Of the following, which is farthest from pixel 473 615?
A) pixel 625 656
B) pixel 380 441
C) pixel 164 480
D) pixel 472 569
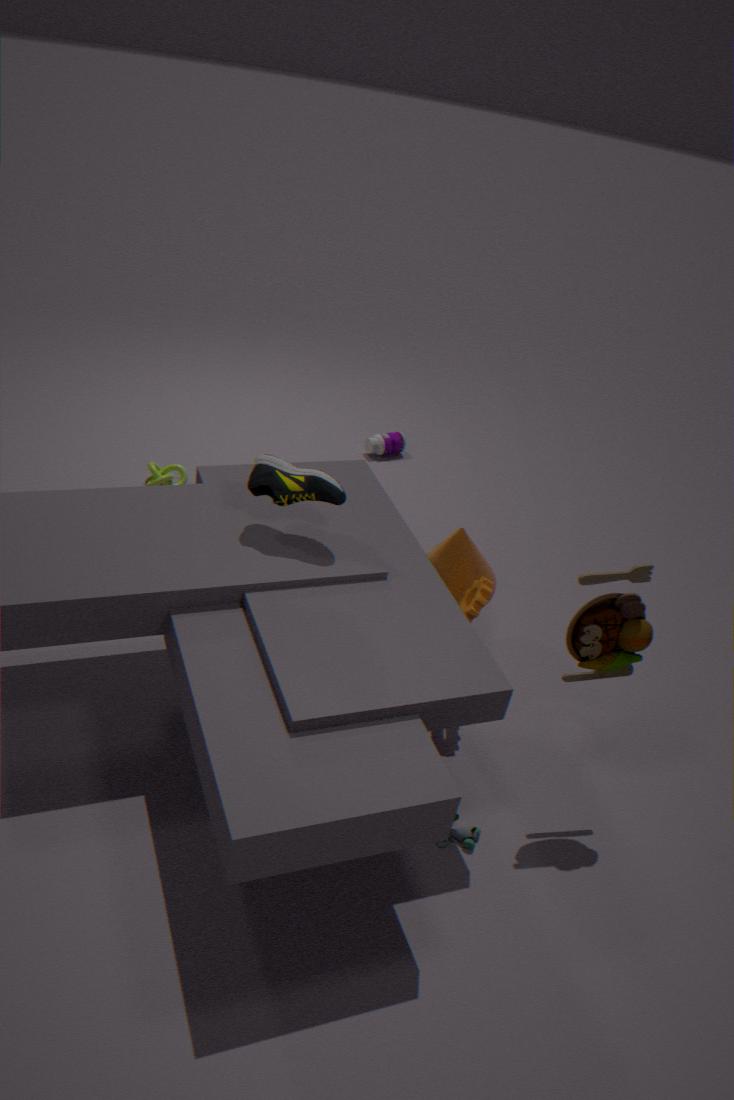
pixel 380 441
